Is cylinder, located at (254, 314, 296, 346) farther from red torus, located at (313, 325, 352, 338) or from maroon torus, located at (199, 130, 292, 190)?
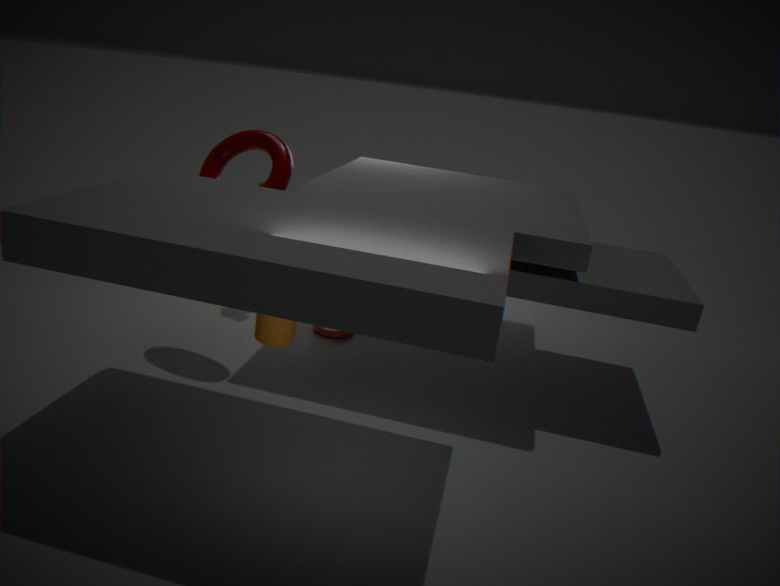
red torus, located at (313, 325, 352, 338)
